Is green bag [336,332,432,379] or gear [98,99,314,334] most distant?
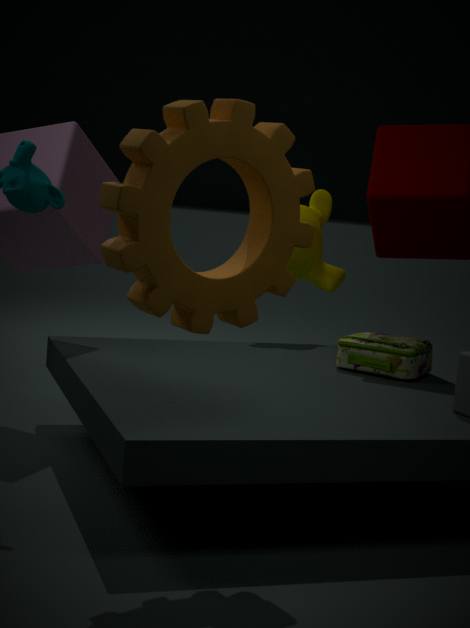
green bag [336,332,432,379]
